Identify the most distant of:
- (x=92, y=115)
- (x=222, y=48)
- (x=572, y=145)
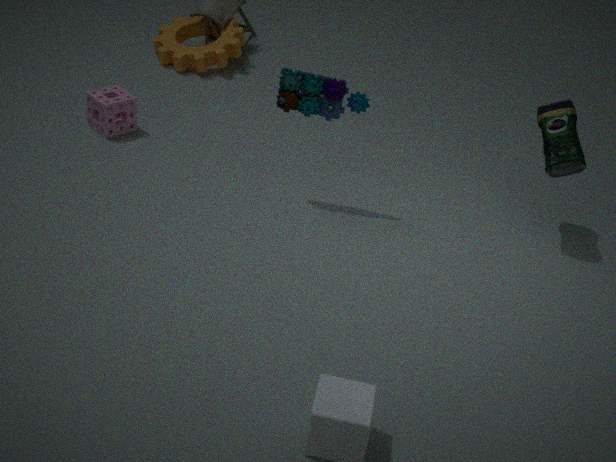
(x=222, y=48)
